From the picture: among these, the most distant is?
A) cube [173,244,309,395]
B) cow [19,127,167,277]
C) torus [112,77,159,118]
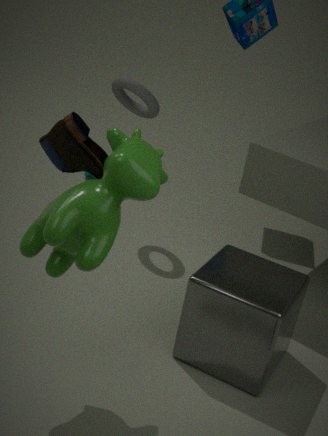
torus [112,77,159,118]
